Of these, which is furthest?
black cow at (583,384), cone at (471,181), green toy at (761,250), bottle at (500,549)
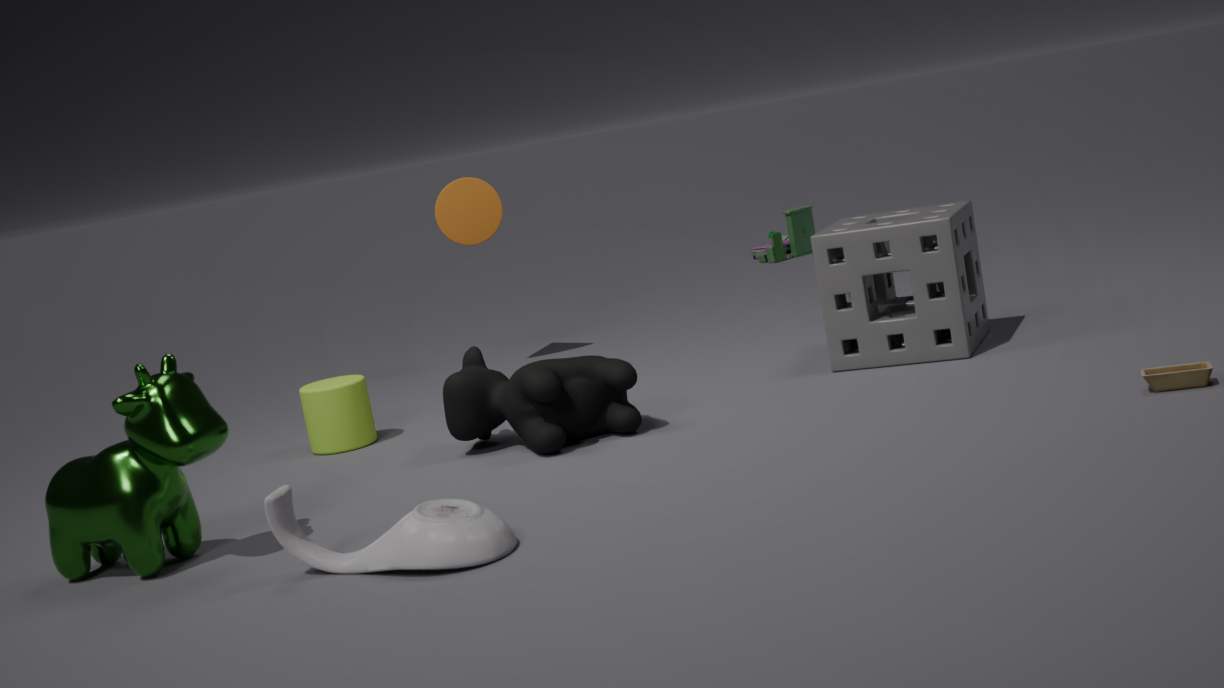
green toy at (761,250)
